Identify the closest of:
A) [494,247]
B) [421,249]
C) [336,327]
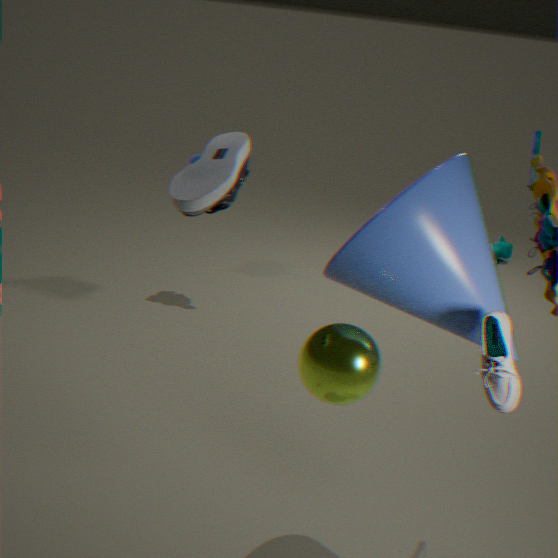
[421,249]
